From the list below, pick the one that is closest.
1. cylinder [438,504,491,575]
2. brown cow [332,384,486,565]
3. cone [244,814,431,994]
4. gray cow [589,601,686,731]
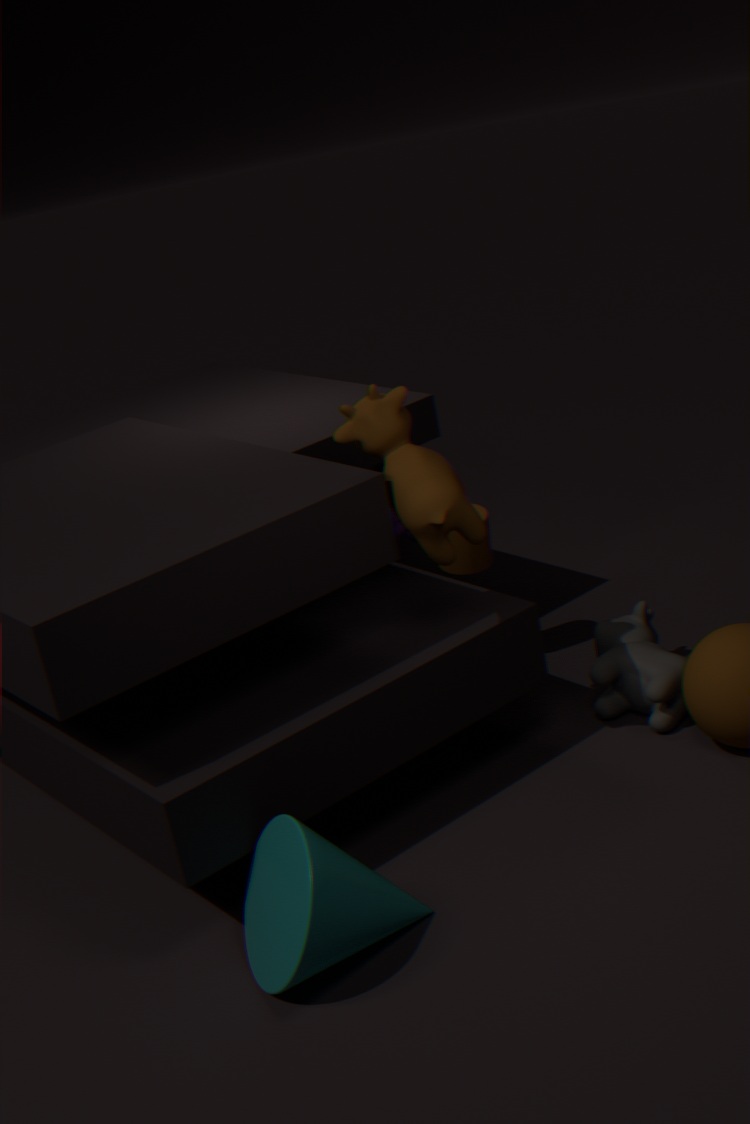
cone [244,814,431,994]
